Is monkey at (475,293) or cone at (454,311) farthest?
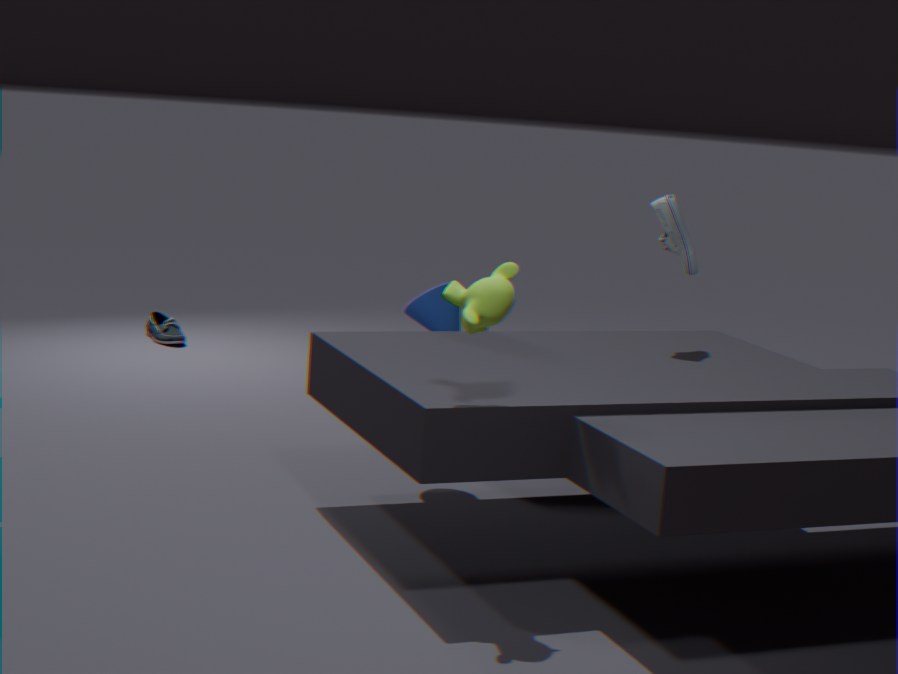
cone at (454,311)
